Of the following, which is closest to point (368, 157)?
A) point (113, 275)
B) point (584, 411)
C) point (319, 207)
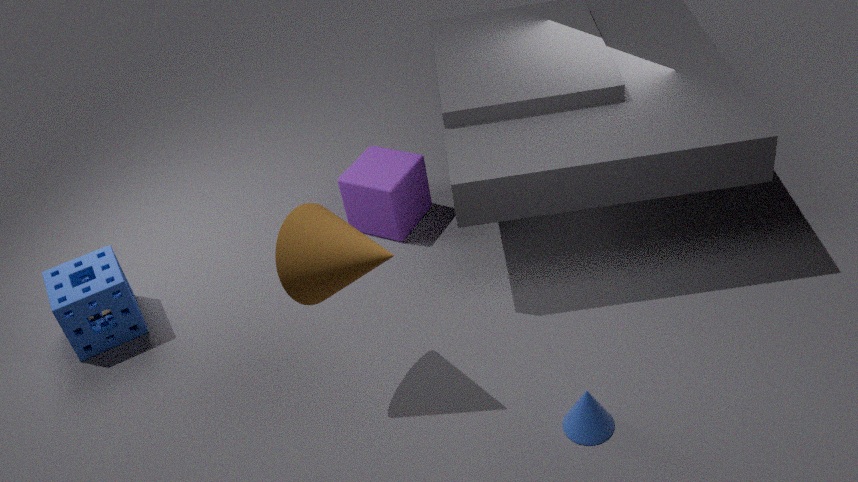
point (319, 207)
